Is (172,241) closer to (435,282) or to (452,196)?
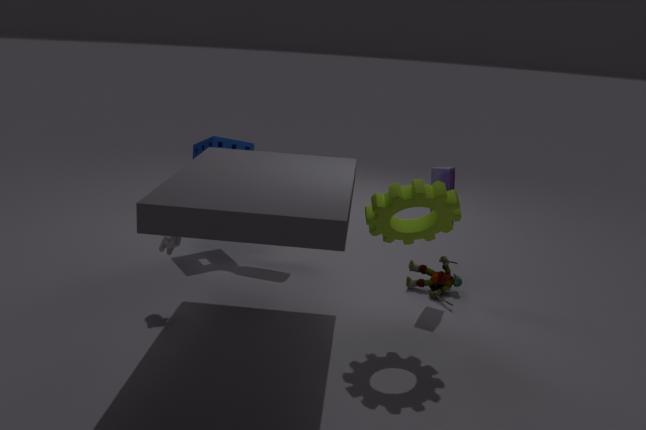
(452,196)
